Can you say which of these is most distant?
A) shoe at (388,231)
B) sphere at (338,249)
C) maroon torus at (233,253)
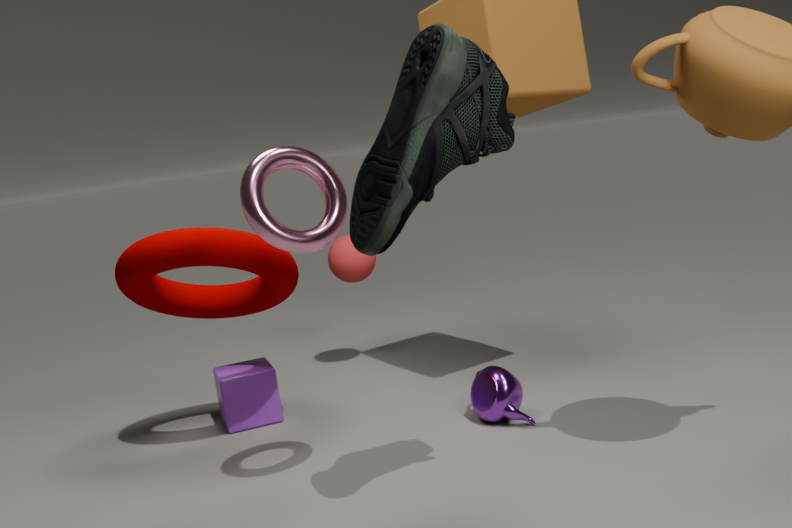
sphere at (338,249)
